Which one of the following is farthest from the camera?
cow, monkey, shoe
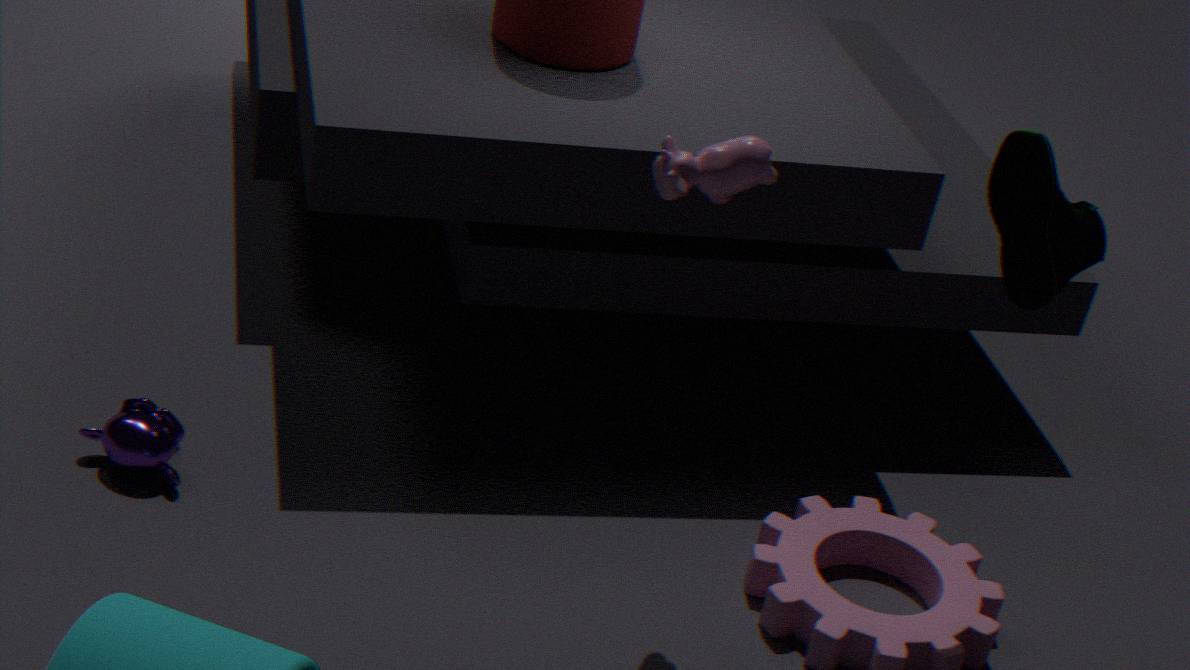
monkey
